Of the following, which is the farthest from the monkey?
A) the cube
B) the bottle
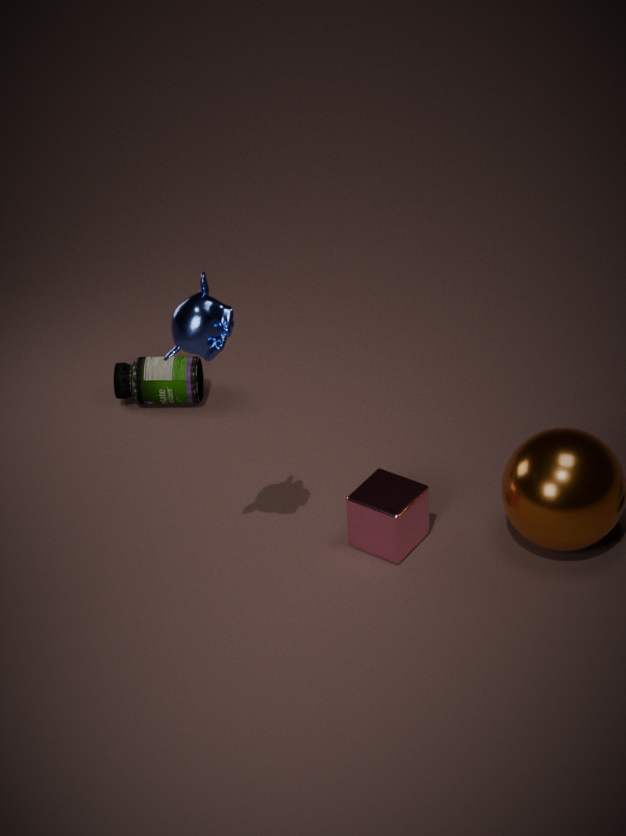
the bottle
